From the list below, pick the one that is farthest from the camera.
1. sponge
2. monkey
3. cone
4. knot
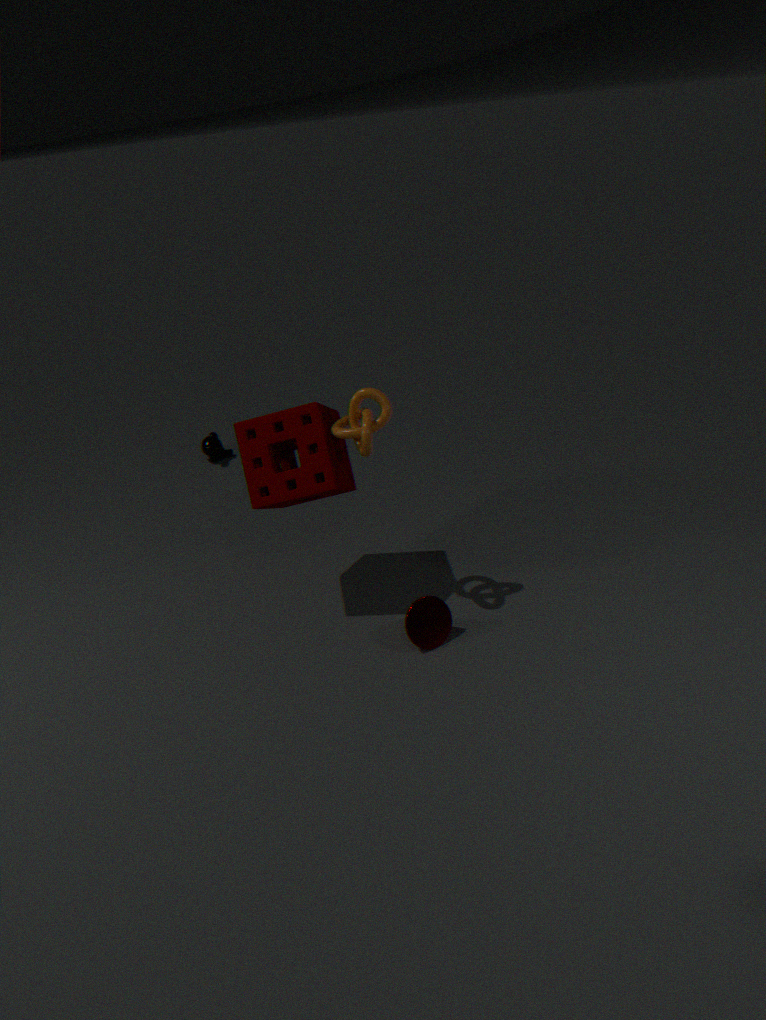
monkey
